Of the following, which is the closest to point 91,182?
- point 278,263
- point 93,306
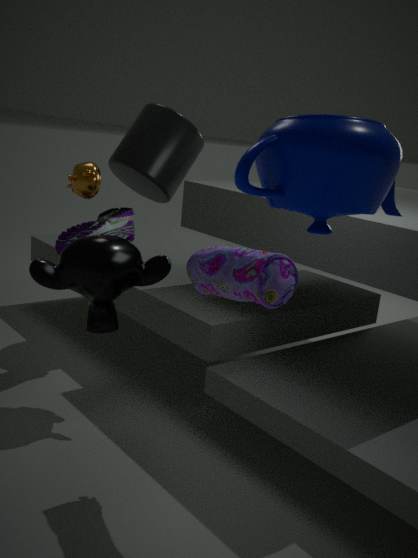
point 93,306
